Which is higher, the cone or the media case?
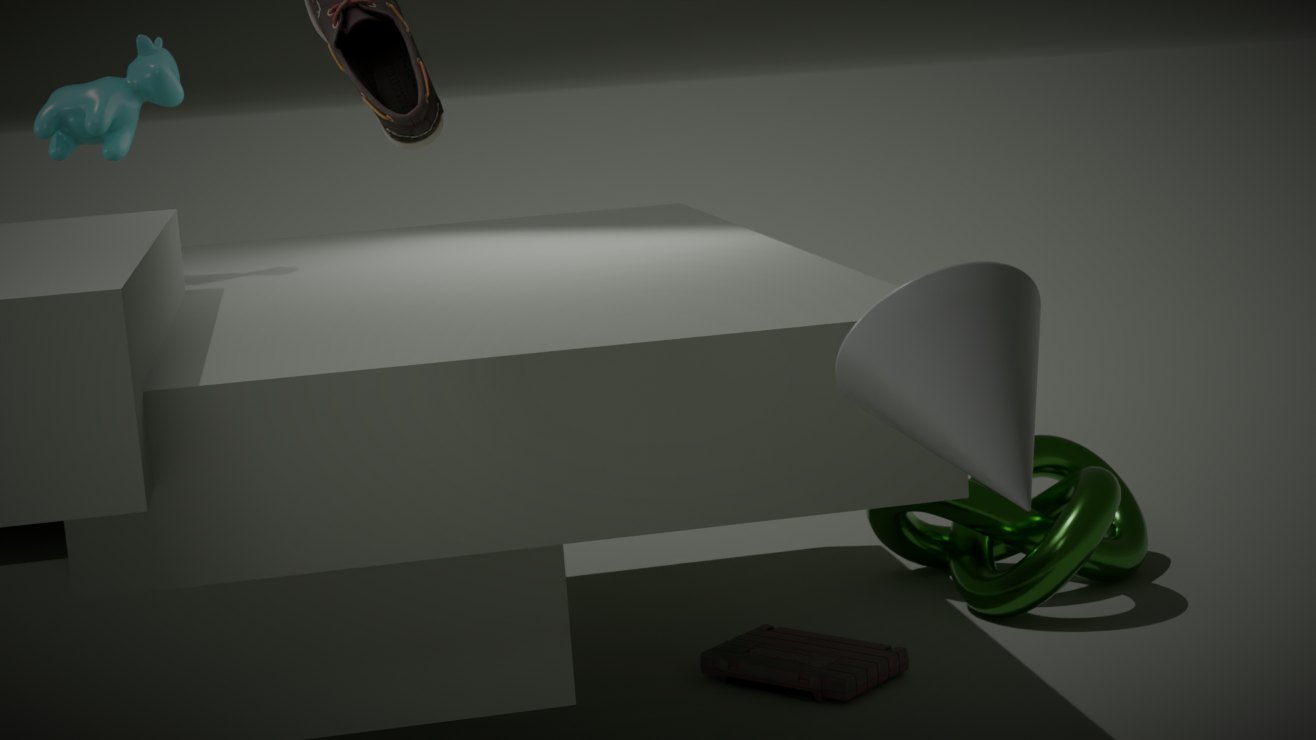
the cone
